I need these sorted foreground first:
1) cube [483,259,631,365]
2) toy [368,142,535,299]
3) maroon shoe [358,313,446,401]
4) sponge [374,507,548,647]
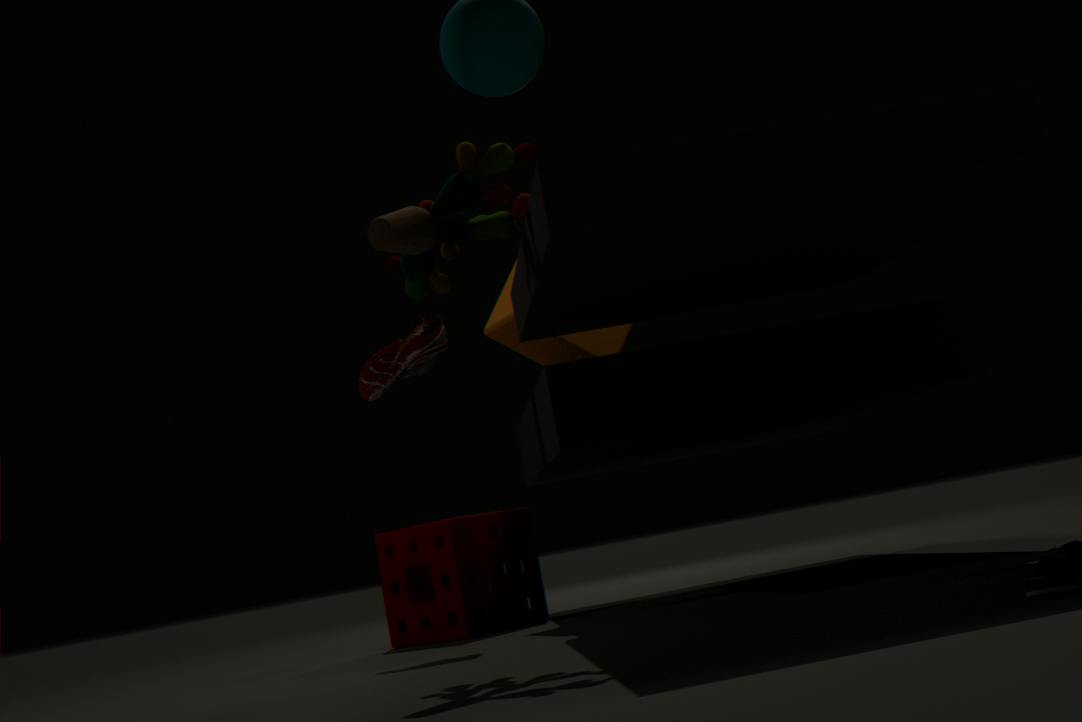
1. 2. toy [368,142,535,299]
2. 3. maroon shoe [358,313,446,401]
3. 4. sponge [374,507,548,647]
4. 1. cube [483,259,631,365]
